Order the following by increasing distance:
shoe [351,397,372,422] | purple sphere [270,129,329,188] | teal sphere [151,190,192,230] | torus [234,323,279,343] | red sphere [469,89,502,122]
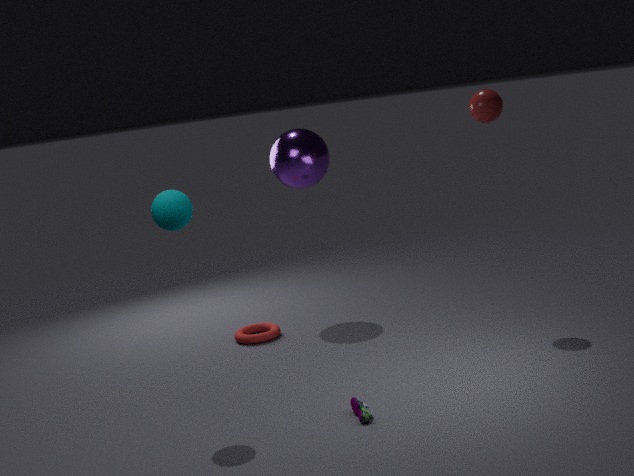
shoe [351,397,372,422] < teal sphere [151,190,192,230] < red sphere [469,89,502,122] < torus [234,323,279,343] < purple sphere [270,129,329,188]
